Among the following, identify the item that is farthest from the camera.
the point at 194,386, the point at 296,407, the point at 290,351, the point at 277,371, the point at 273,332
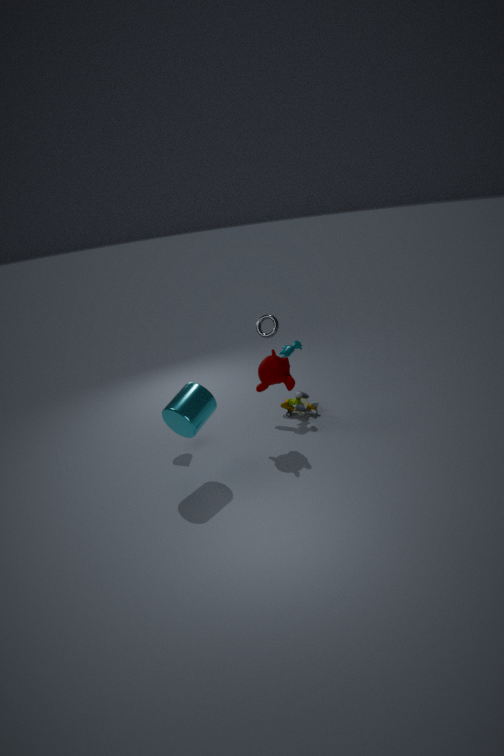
the point at 296,407
